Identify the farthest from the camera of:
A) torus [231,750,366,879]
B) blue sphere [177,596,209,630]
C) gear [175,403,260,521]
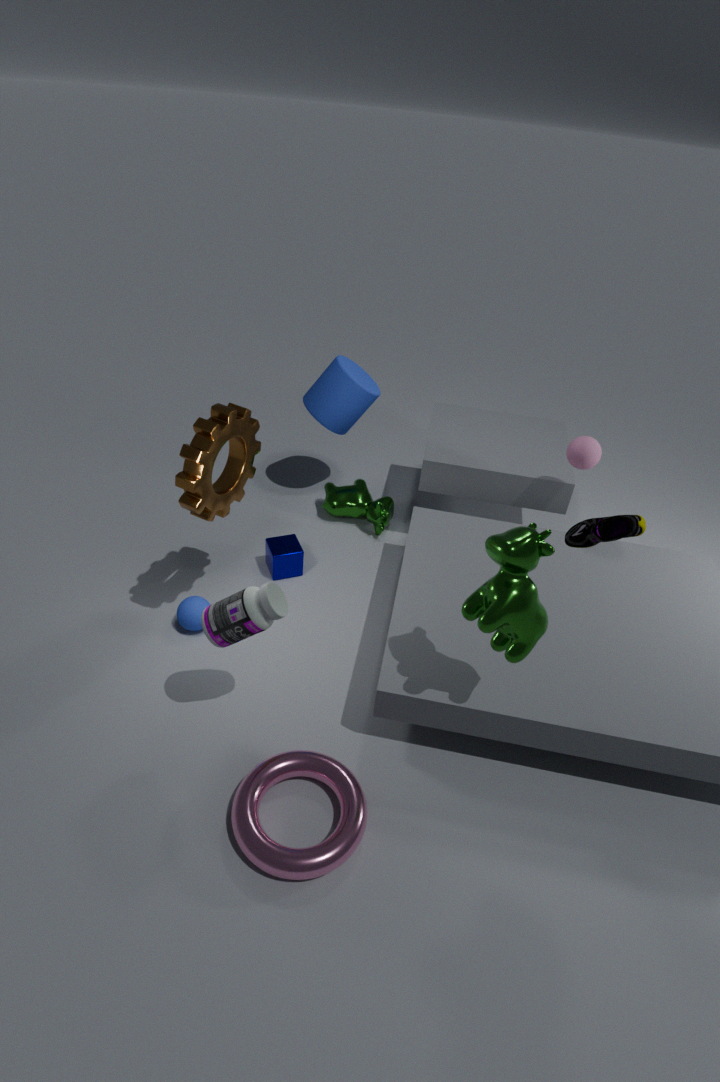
blue sphere [177,596,209,630]
